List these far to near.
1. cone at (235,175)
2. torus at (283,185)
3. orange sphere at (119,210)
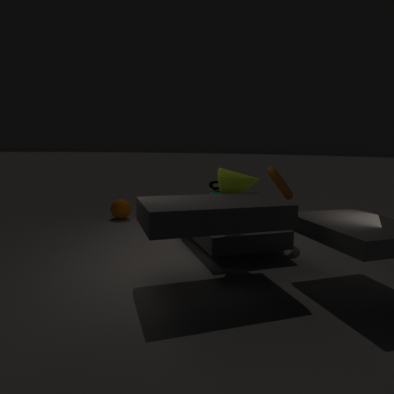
orange sphere at (119,210), torus at (283,185), cone at (235,175)
